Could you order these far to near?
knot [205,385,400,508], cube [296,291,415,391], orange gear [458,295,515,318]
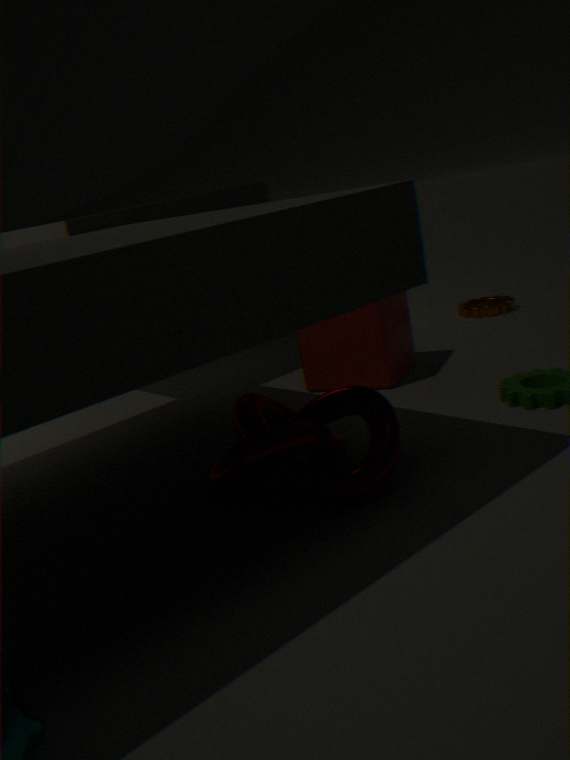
orange gear [458,295,515,318] < cube [296,291,415,391] < knot [205,385,400,508]
